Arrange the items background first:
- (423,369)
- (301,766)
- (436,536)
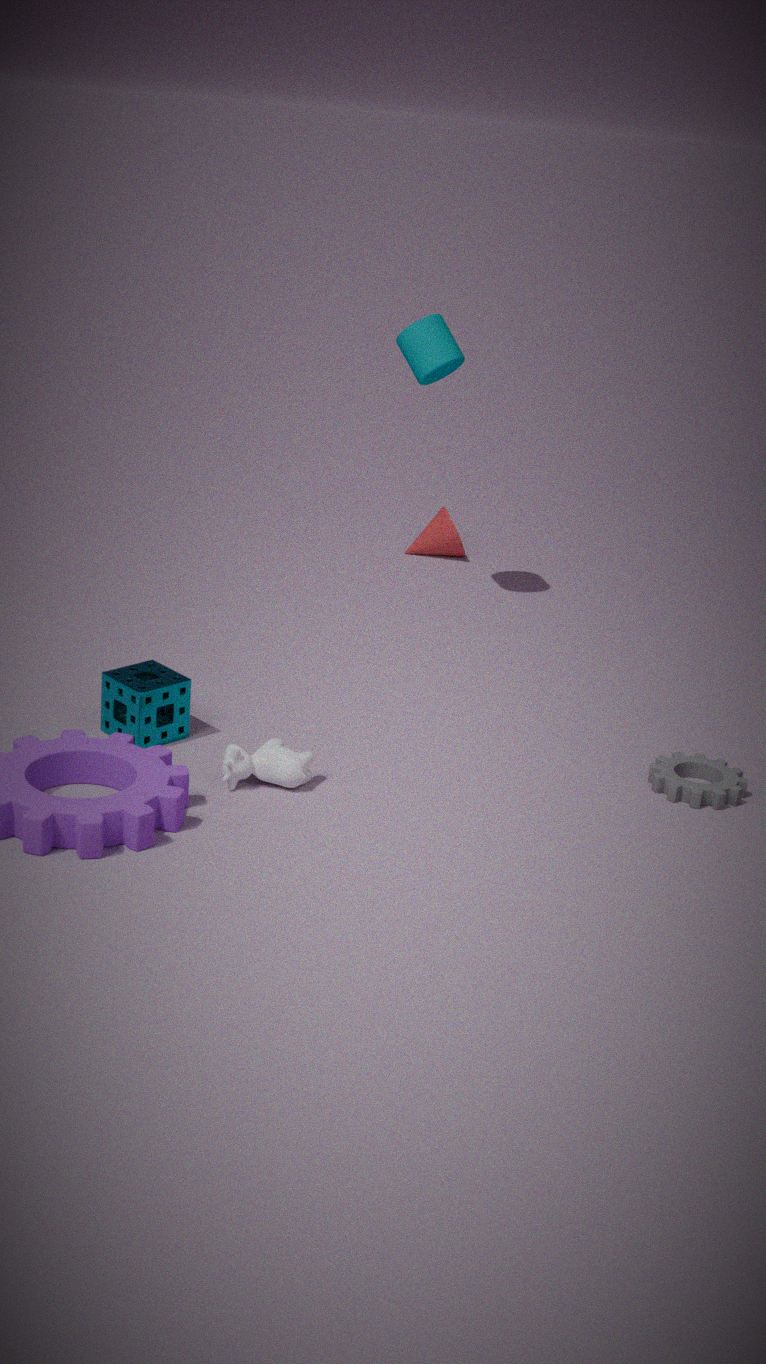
1. (436,536)
2. (423,369)
3. (301,766)
